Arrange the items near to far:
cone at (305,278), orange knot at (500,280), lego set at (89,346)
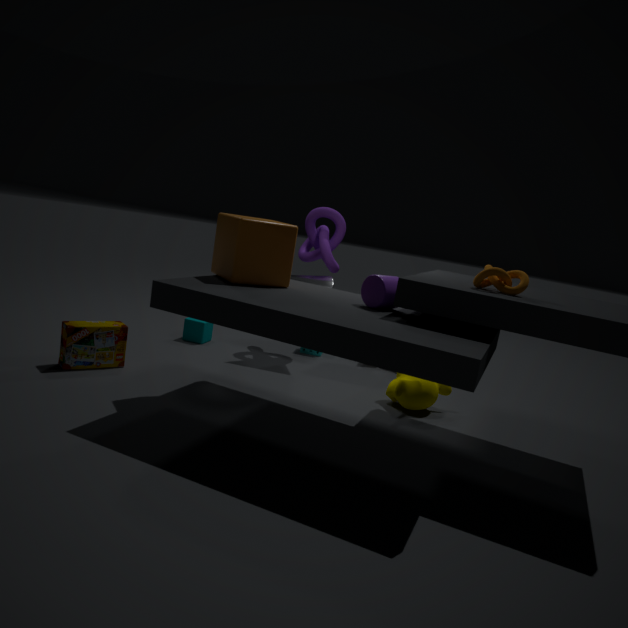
orange knot at (500,280)
lego set at (89,346)
cone at (305,278)
